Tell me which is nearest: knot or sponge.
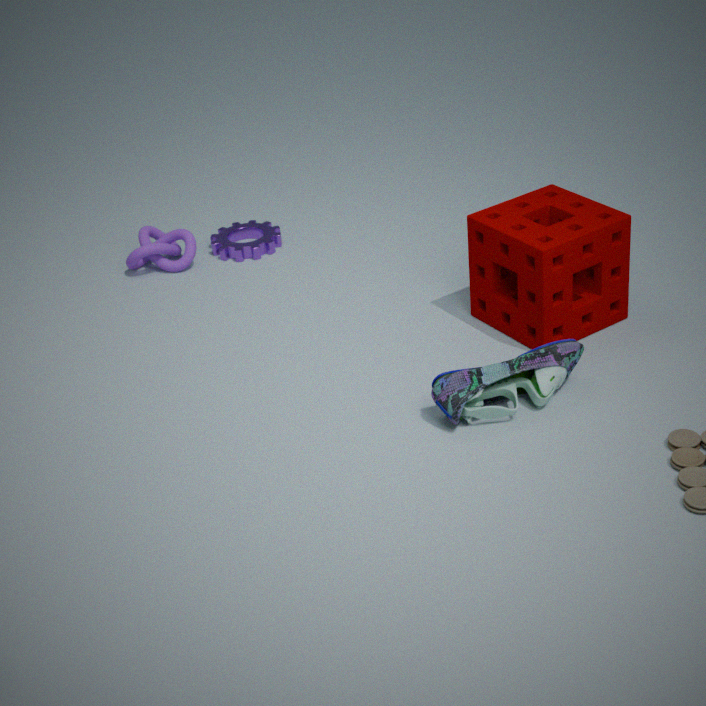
sponge
